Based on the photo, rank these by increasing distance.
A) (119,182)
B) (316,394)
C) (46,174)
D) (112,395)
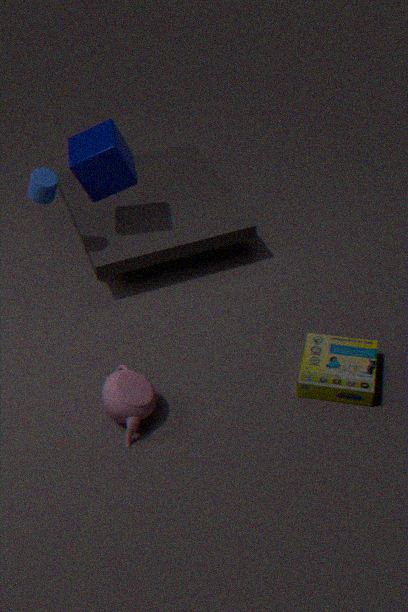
(112,395), (316,394), (46,174), (119,182)
